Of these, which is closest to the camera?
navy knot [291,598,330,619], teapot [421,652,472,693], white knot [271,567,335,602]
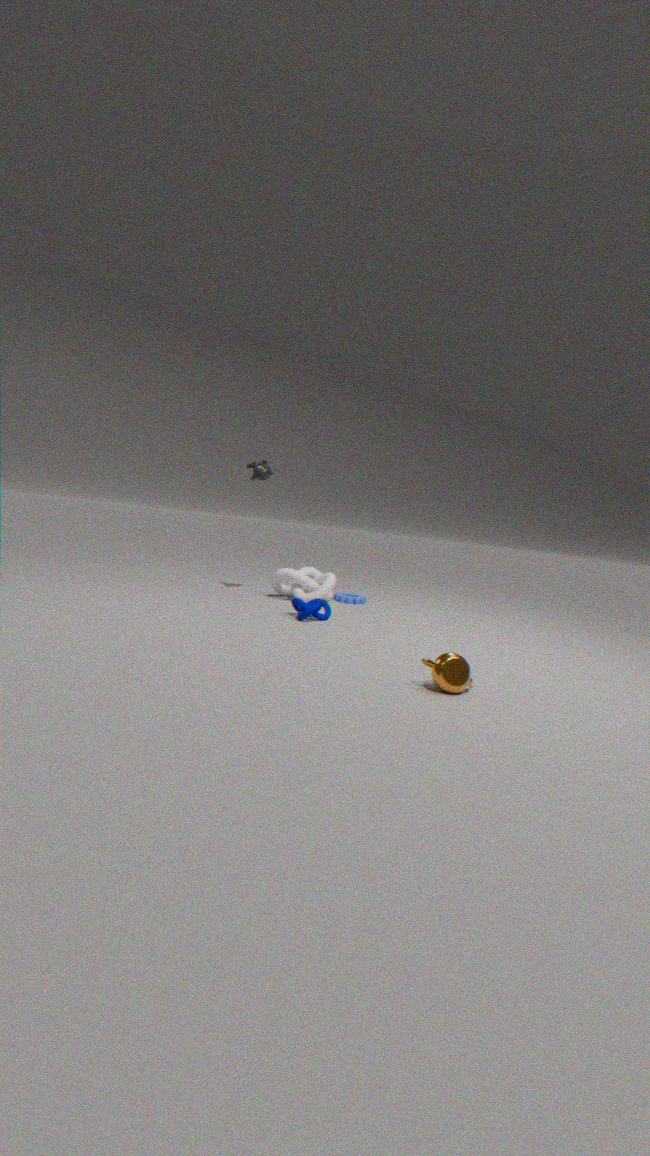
teapot [421,652,472,693]
